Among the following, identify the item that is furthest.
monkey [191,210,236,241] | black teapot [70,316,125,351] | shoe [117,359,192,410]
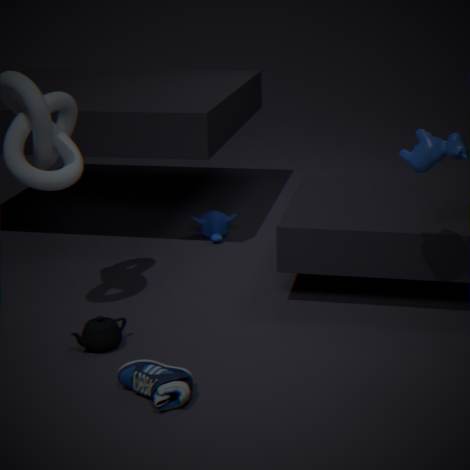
monkey [191,210,236,241]
